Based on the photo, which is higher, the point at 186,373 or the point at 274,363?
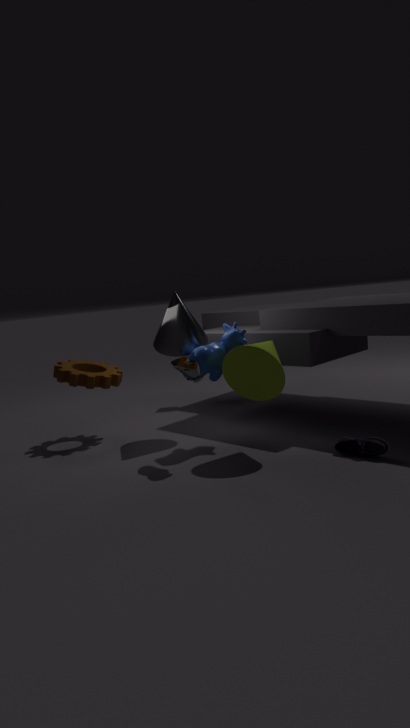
the point at 186,373
